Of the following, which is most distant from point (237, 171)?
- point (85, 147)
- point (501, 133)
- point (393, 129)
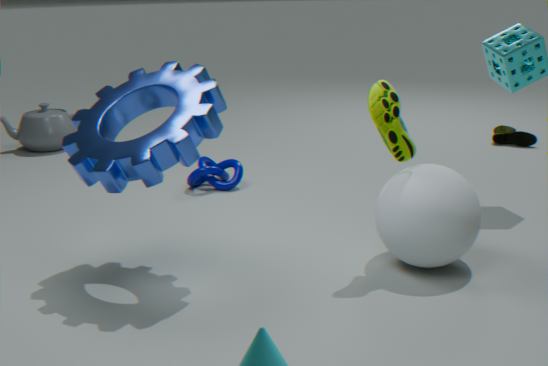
point (501, 133)
